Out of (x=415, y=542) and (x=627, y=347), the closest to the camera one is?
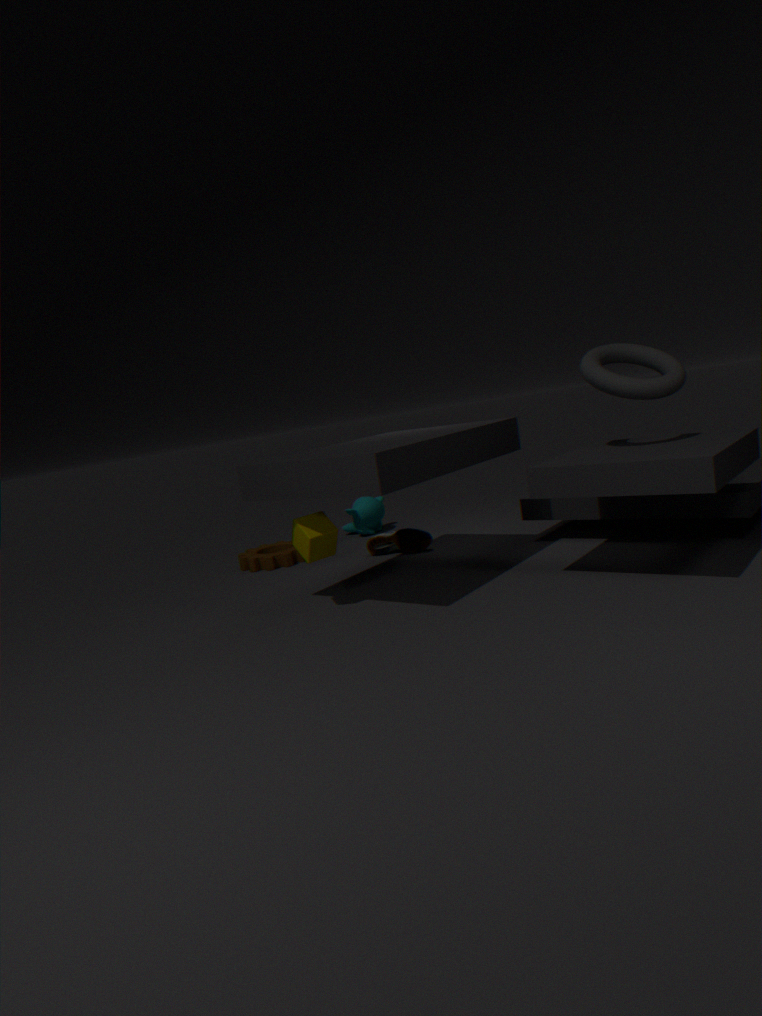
(x=627, y=347)
